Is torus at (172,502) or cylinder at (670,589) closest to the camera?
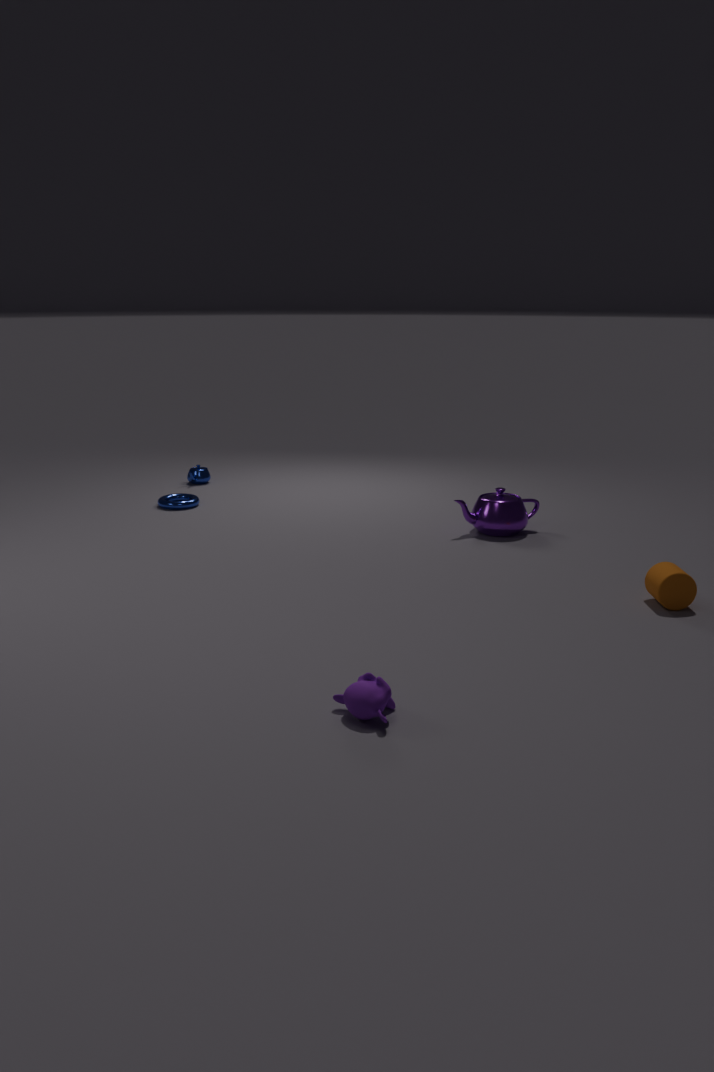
cylinder at (670,589)
